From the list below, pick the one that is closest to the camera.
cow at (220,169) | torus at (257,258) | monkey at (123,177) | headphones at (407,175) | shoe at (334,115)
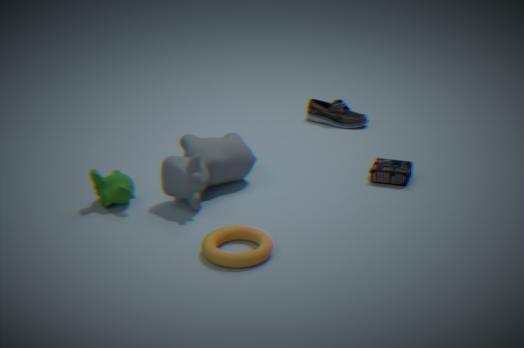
torus at (257,258)
